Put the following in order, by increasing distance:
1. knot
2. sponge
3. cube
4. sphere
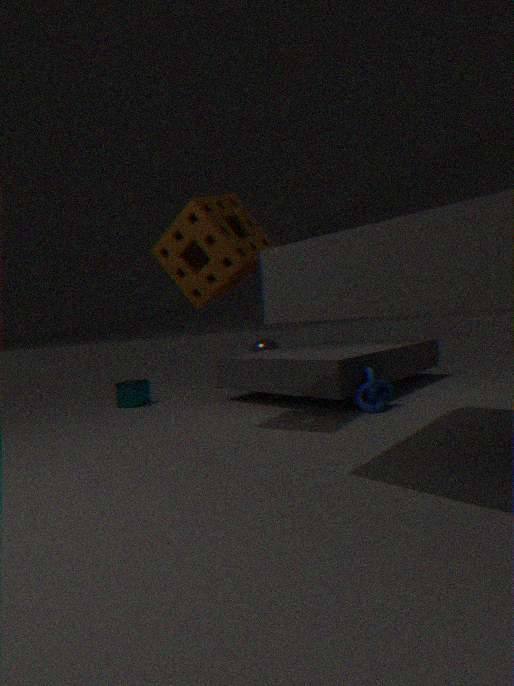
sponge
knot
cube
sphere
